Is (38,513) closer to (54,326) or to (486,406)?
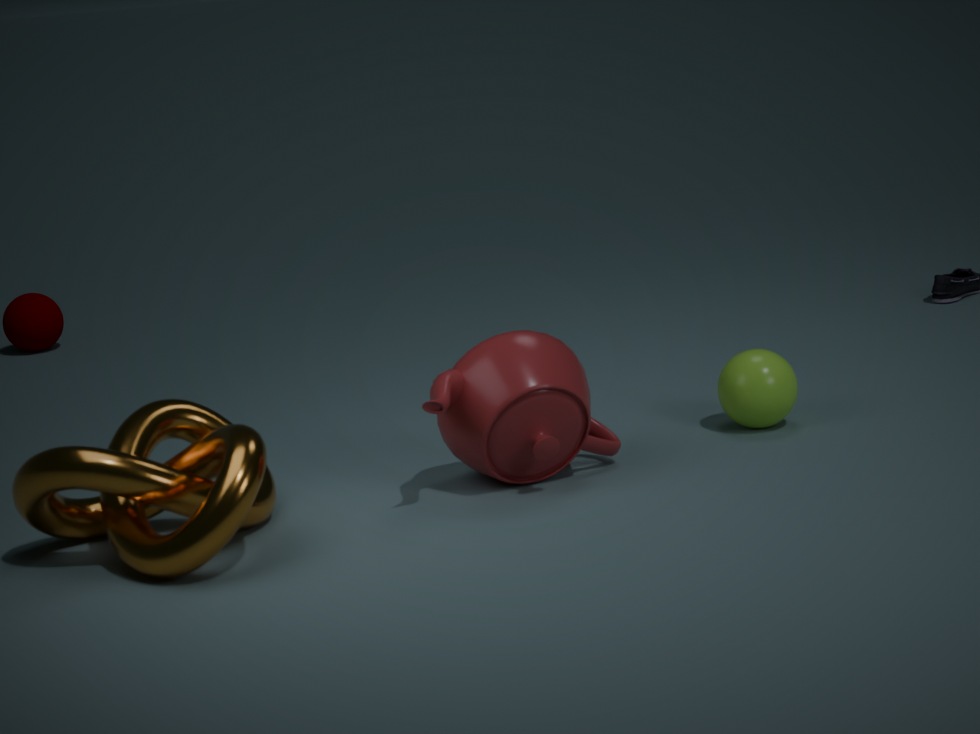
(486,406)
